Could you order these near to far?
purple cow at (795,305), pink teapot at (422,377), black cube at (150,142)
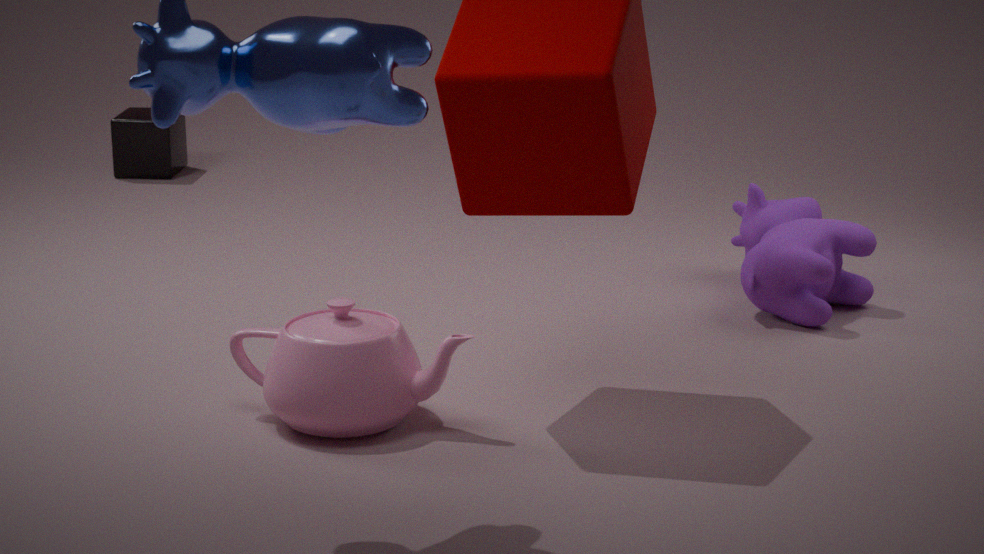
pink teapot at (422,377) < purple cow at (795,305) < black cube at (150,142)
